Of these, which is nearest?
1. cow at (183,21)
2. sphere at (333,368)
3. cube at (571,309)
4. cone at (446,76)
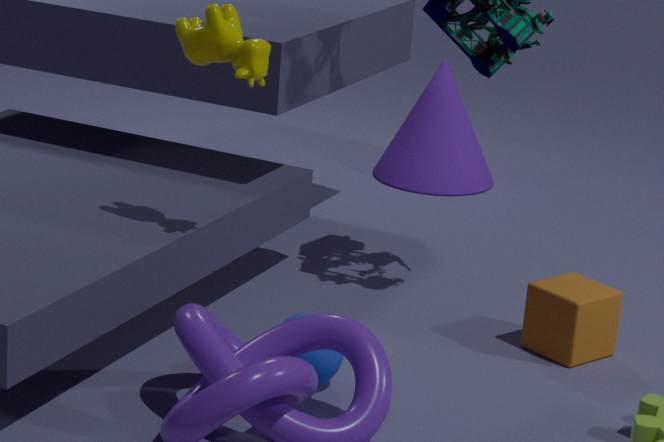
cow at (183,21)
